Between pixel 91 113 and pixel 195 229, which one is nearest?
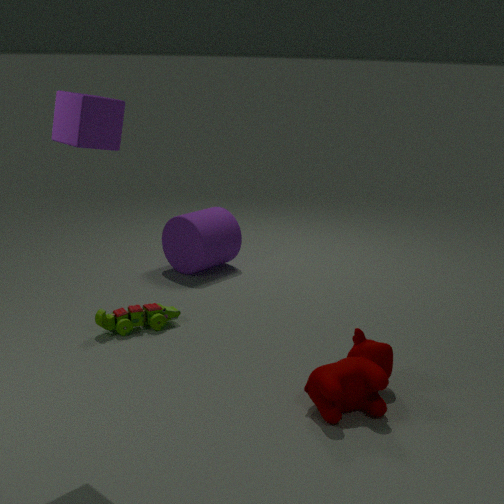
pixel 91 113
